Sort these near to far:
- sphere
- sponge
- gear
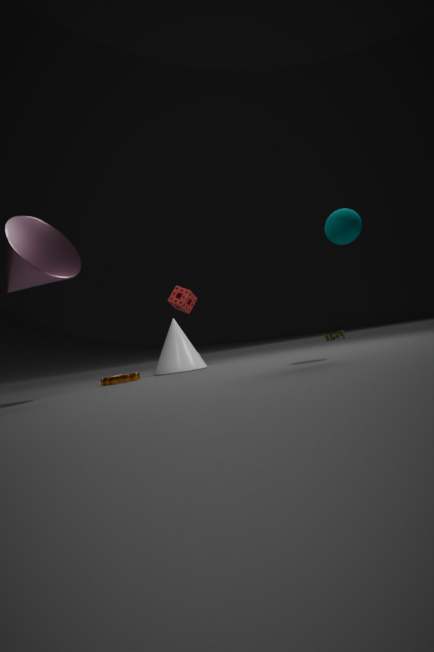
sphere
gear
sponge
